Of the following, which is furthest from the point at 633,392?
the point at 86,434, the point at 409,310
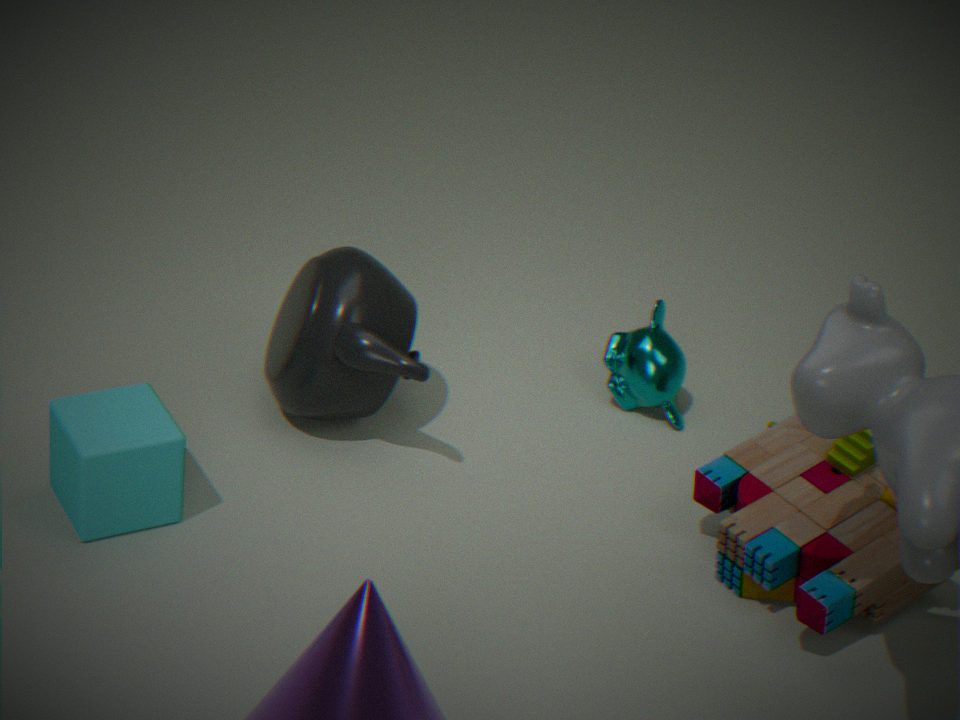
the point at 86,434
